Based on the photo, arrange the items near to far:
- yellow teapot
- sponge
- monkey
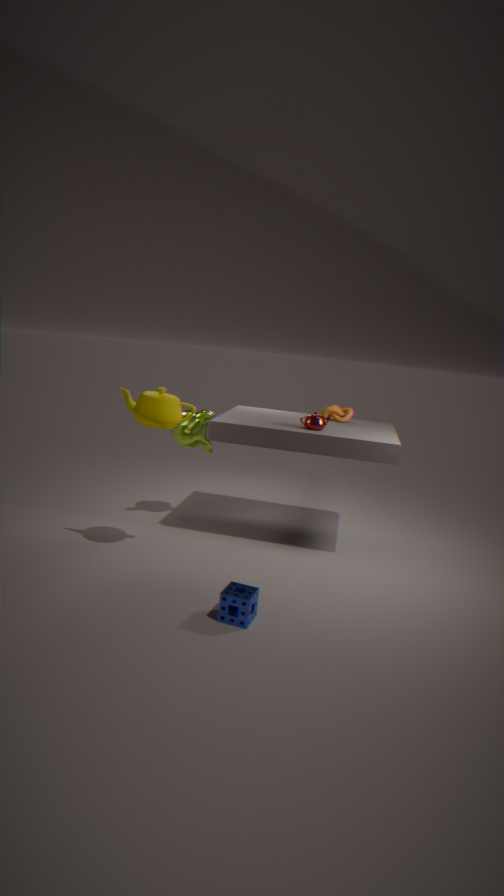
sponge → yellow teapot → monkey
